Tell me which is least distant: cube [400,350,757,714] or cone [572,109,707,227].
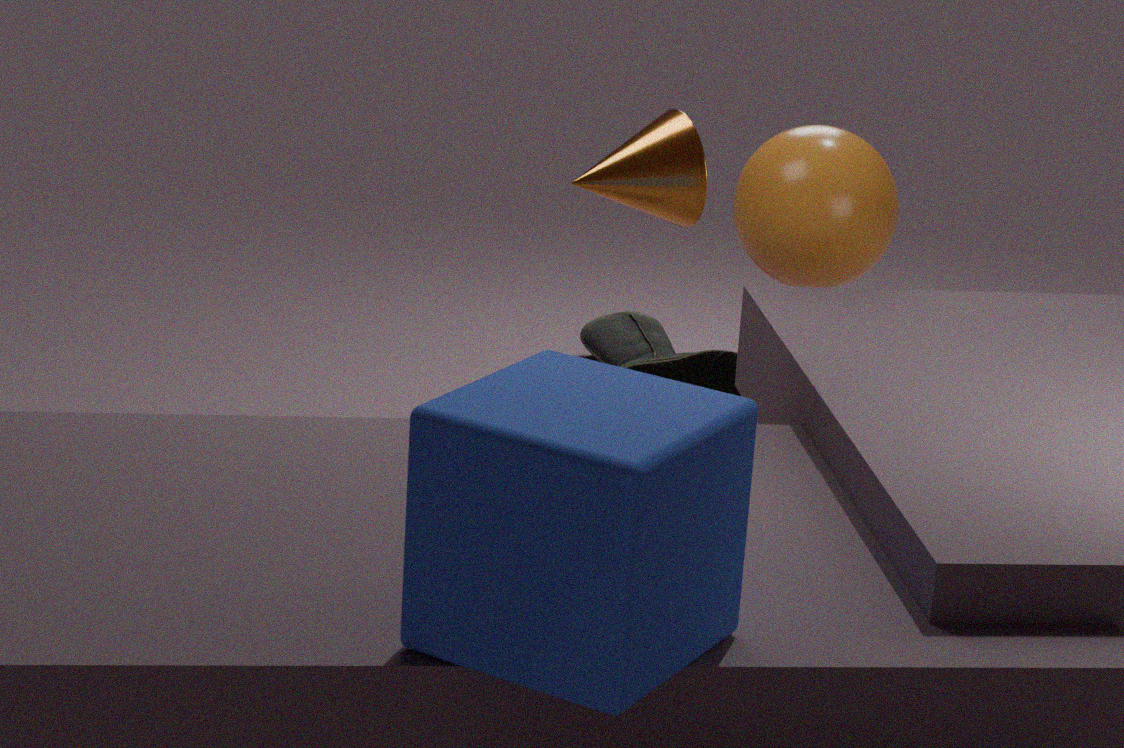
cube [400,350,757,714]
